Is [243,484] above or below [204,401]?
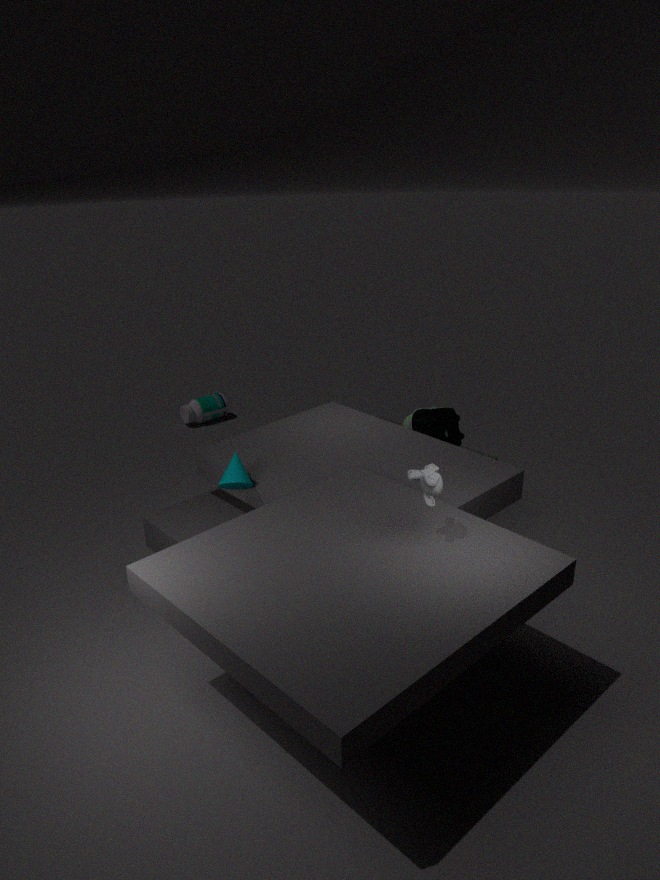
above
